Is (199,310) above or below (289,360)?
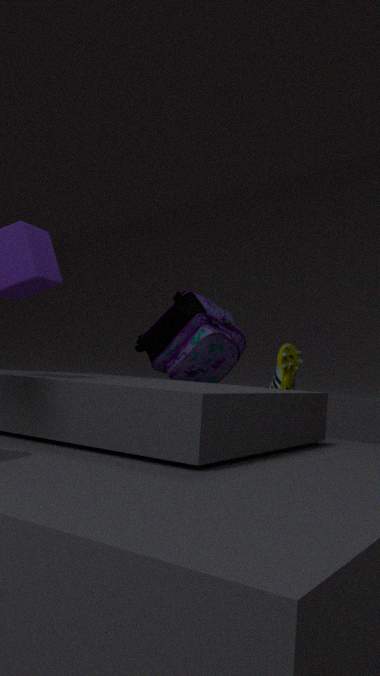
above
